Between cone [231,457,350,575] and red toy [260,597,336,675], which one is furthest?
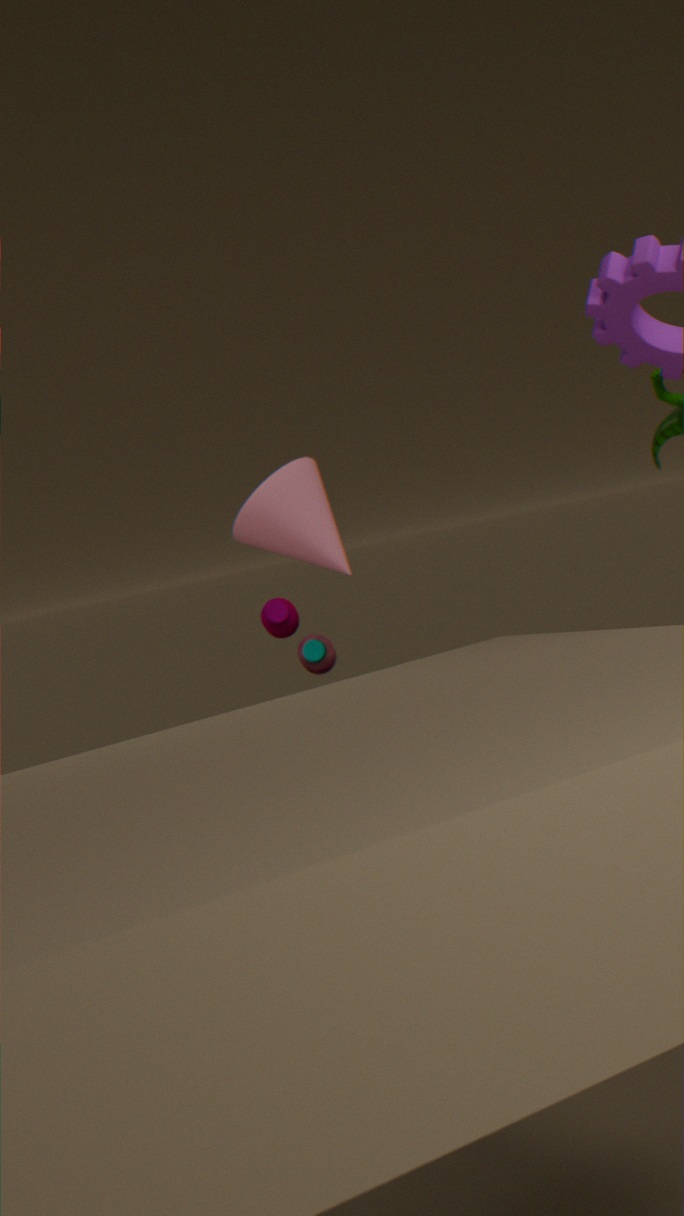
cone [231,457,350,575]
